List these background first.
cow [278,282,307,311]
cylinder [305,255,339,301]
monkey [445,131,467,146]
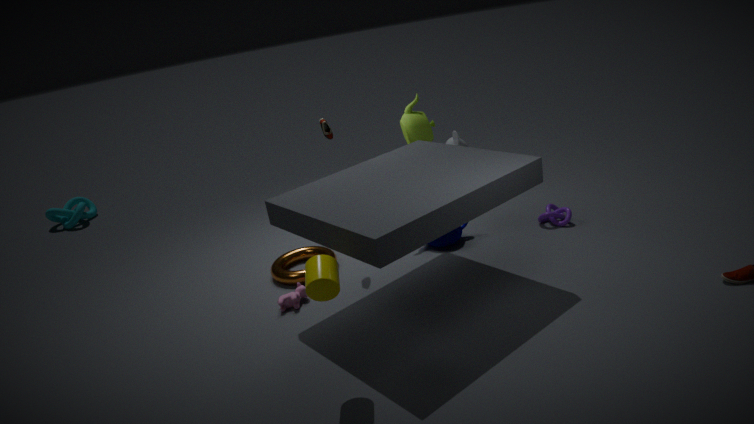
1. monkey [445,131,467,146]
2. cow [278,282,307,311]
3. cylinder [305,255,339,301]
